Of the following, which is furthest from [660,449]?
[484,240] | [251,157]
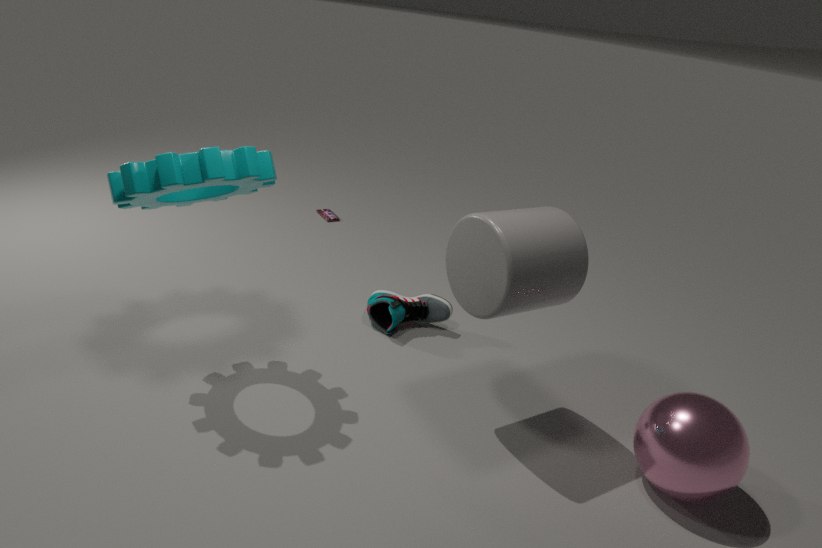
[251,157]
